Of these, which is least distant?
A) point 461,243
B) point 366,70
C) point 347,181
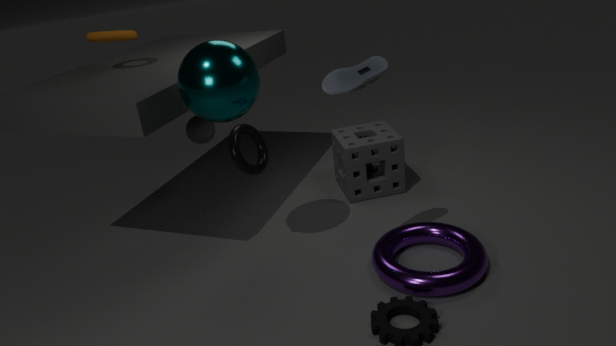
point 366,70
